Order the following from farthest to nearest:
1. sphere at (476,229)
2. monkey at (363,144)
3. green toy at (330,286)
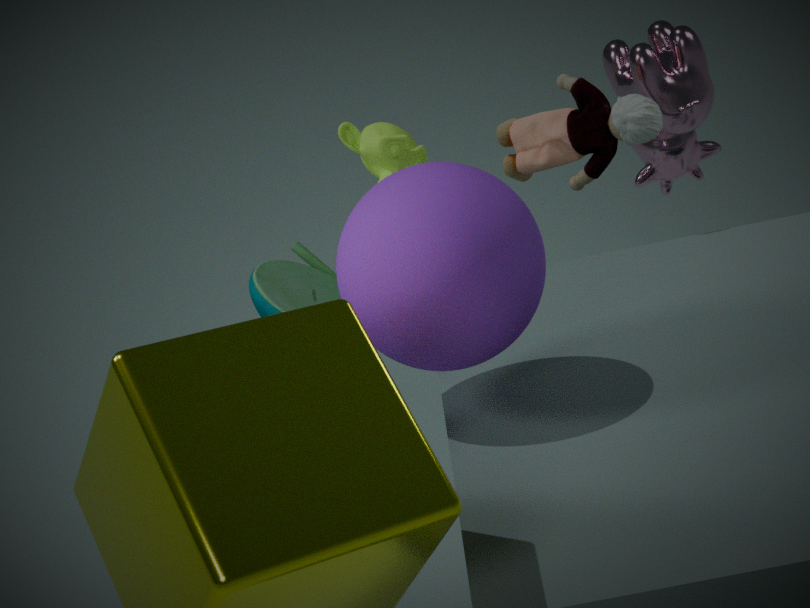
monkey at (363,144) < green toy at (330,286) < sphere at (476,229)
